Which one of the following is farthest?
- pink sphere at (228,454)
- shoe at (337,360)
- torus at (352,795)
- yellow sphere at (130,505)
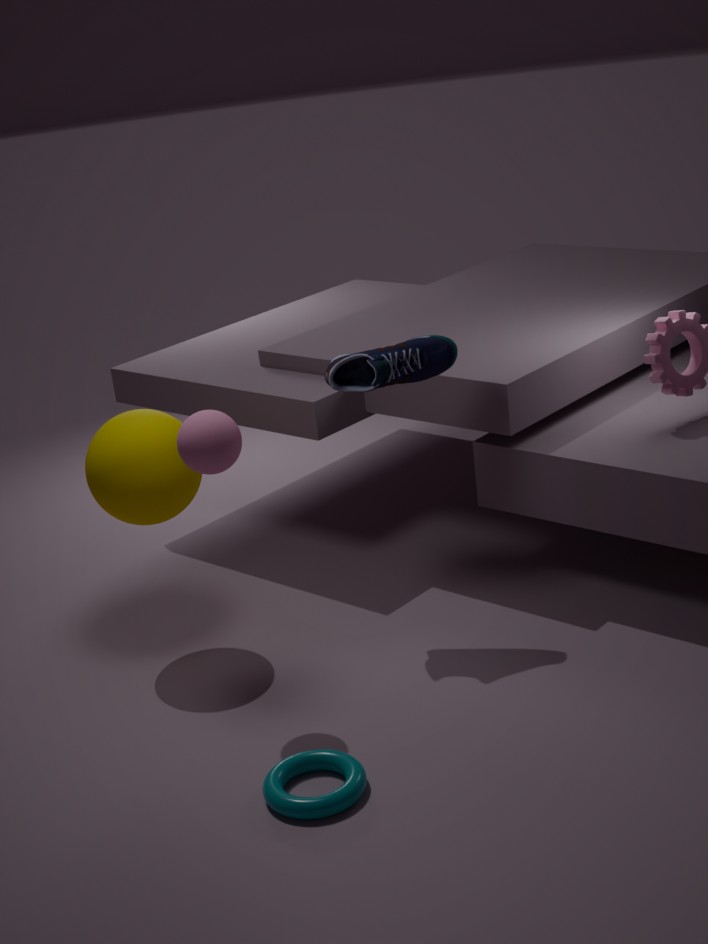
shoe at (337,360)
